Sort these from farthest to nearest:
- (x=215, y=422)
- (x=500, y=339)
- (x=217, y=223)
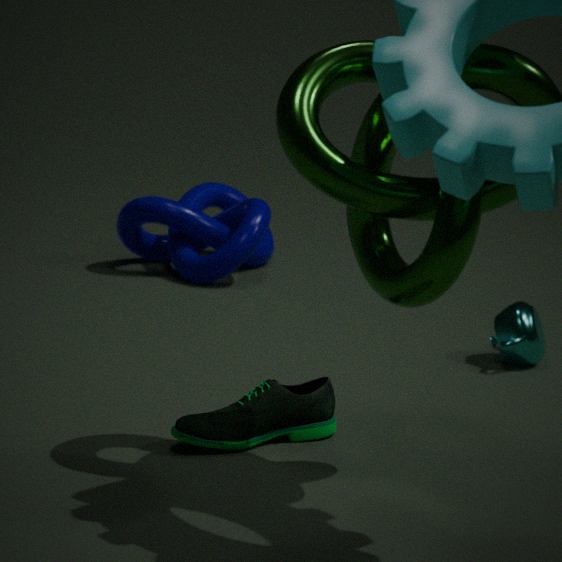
1. (x=217, y=223)
2. (x=500, y=339)
3. (x=215, y=422)
